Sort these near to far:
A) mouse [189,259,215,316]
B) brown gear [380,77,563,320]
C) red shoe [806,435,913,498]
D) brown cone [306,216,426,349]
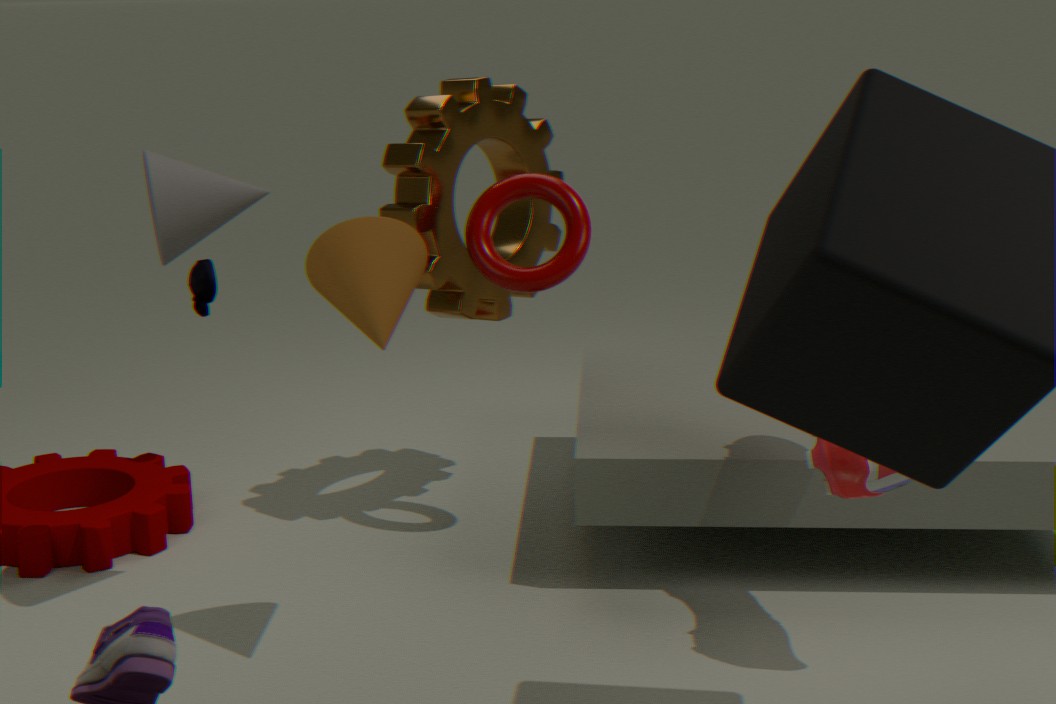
brown cone [306,216,426,349]
red shoe [806,435,913,498]
brown gear [380,77,563,320]
mouse [189,259,215,316]
